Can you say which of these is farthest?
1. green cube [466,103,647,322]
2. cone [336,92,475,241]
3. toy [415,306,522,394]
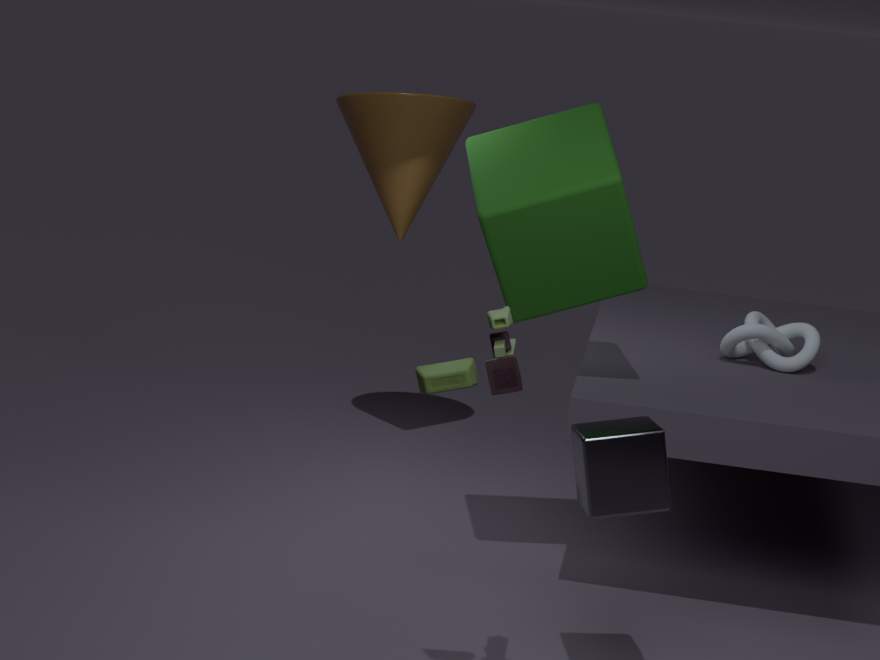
cone [336,92,475,241]
